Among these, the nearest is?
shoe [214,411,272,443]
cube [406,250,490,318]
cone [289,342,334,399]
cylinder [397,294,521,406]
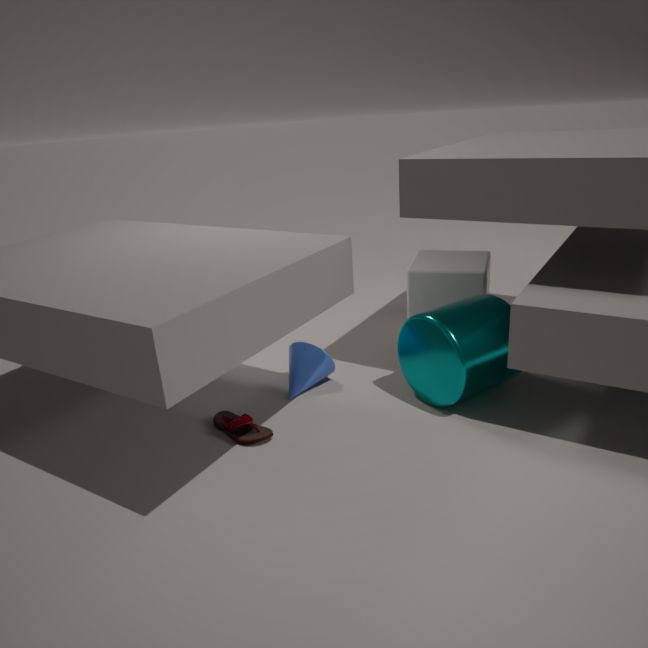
shoe [214,411,272,443]
